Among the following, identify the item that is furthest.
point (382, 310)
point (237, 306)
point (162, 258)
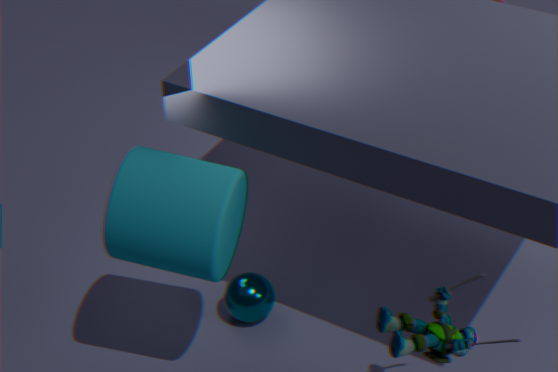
point (237, 306)
